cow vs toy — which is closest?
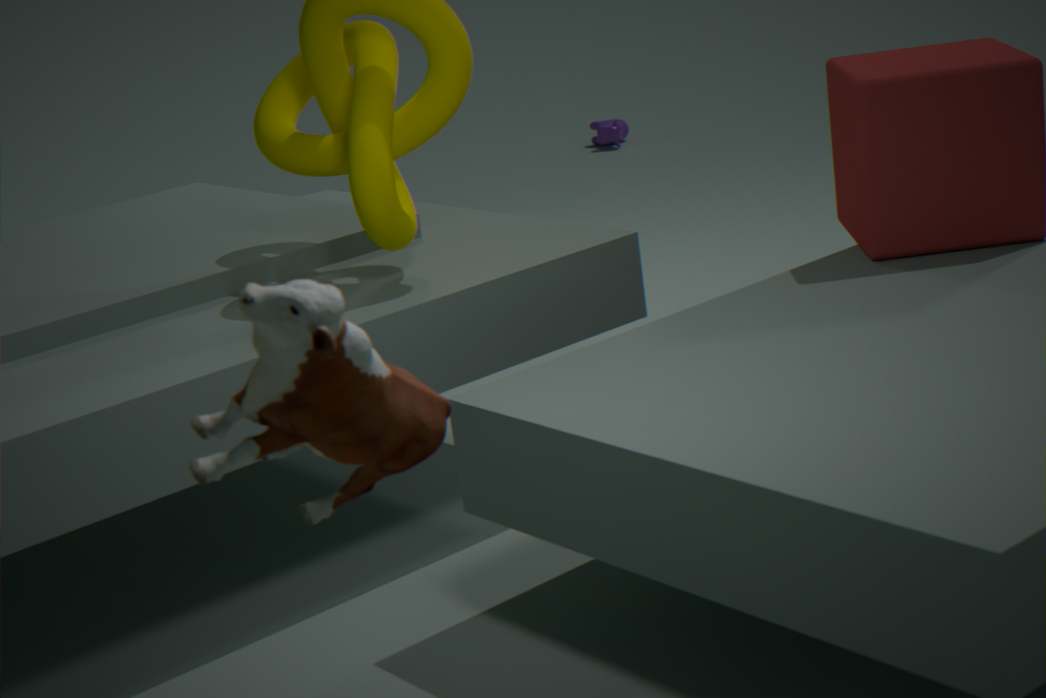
toy
